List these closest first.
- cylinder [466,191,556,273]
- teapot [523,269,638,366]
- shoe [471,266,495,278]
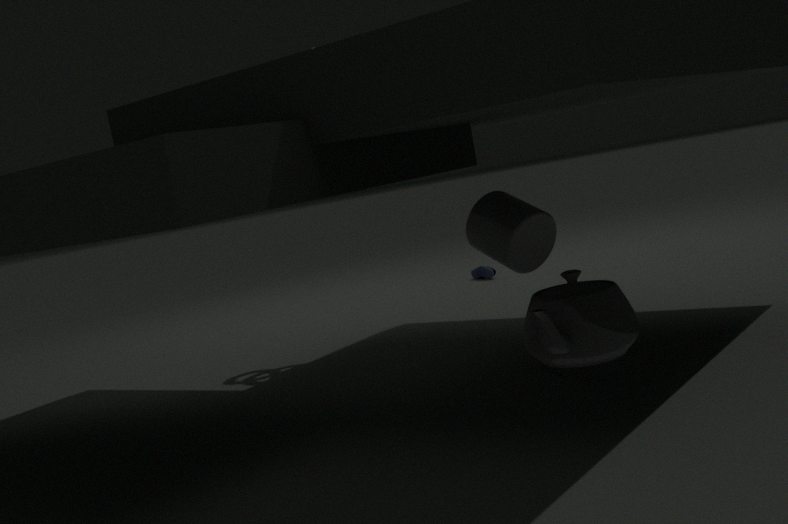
cylinder [466,191,556,273]
teapot [523,269,638,366]
shoe [471,266,495,278]
